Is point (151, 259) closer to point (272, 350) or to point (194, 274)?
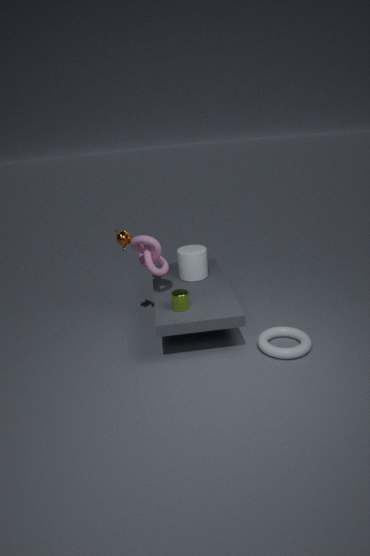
point (194, 274)
